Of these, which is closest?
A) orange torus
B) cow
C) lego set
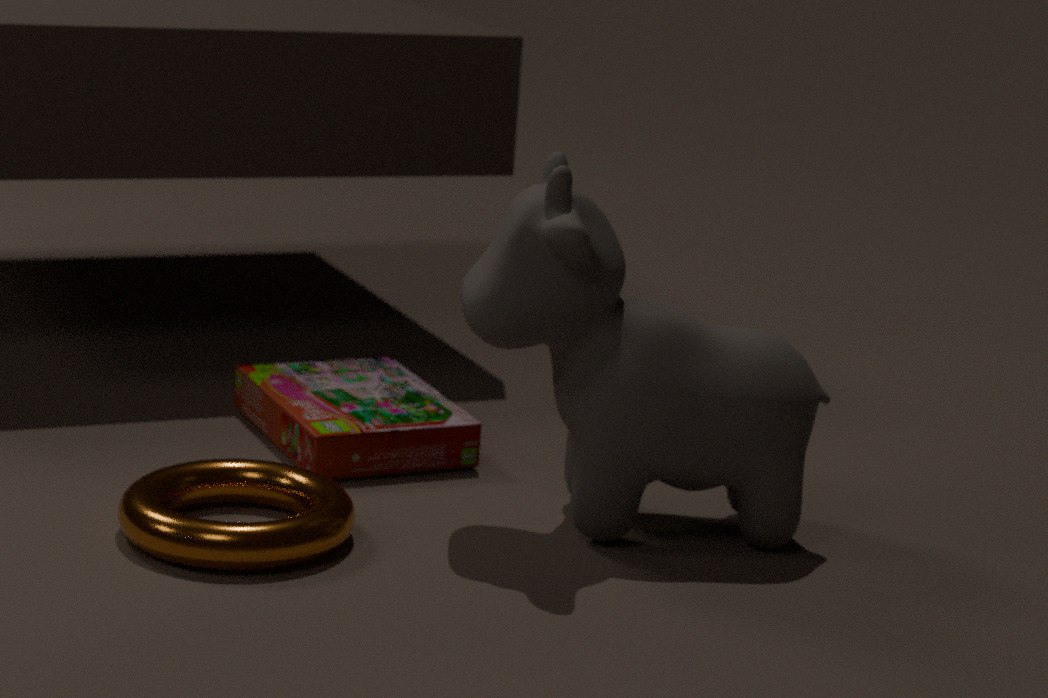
orange torus
